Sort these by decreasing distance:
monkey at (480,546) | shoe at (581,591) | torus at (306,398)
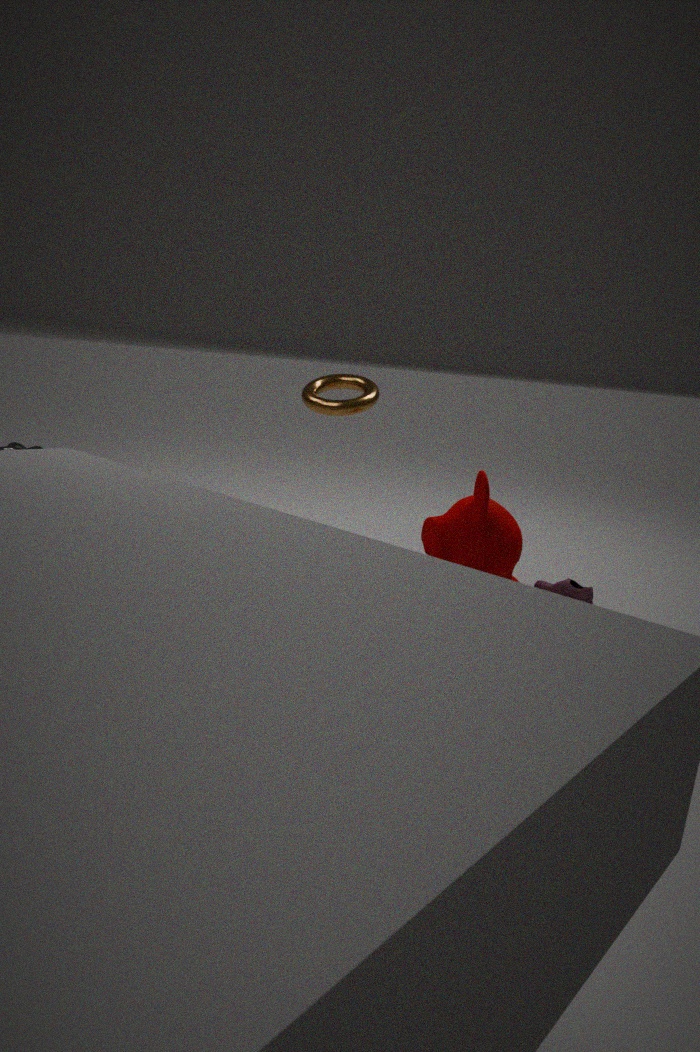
torus at (306,398) < shoe at (581,591) < monkey at (480,546)
